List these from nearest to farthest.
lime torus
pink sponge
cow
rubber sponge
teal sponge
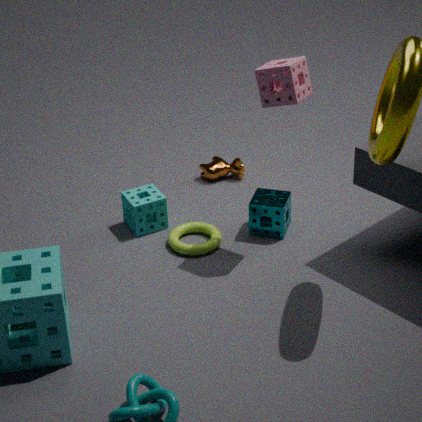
pink sponge
lime torus
teal sponge
rubber sponge
cow
